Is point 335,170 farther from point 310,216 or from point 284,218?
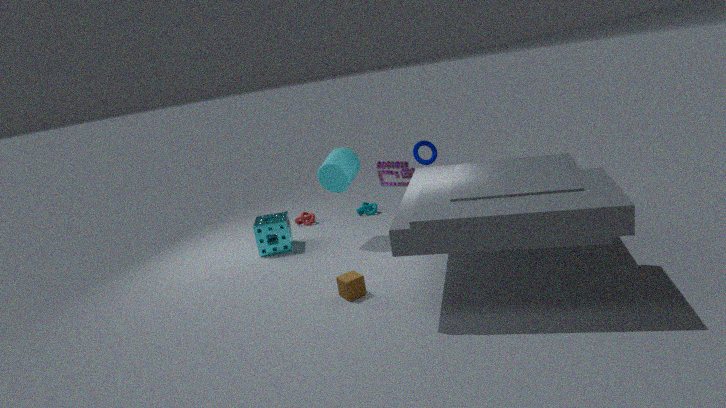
point 310,216
